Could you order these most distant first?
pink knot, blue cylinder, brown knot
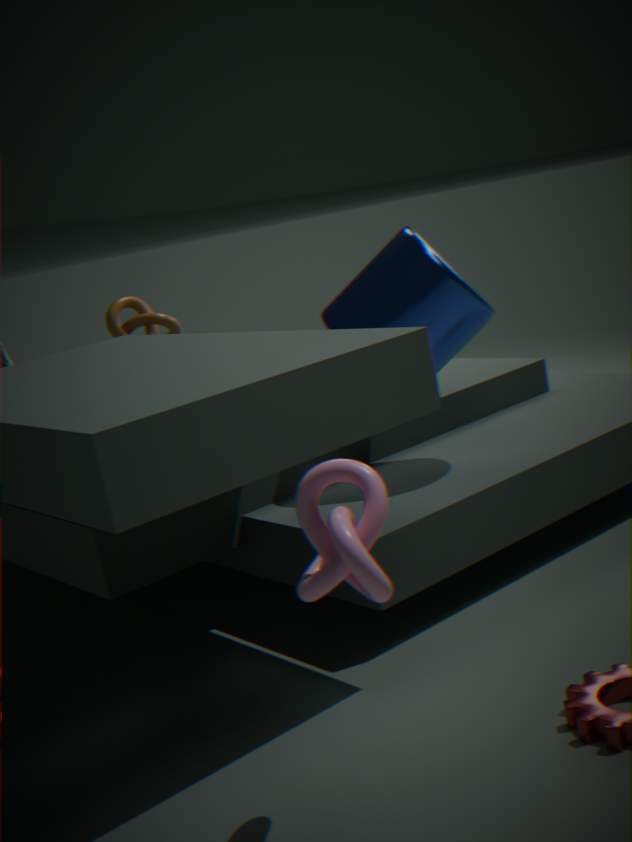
brown knot < blue cylinder < pink knot
